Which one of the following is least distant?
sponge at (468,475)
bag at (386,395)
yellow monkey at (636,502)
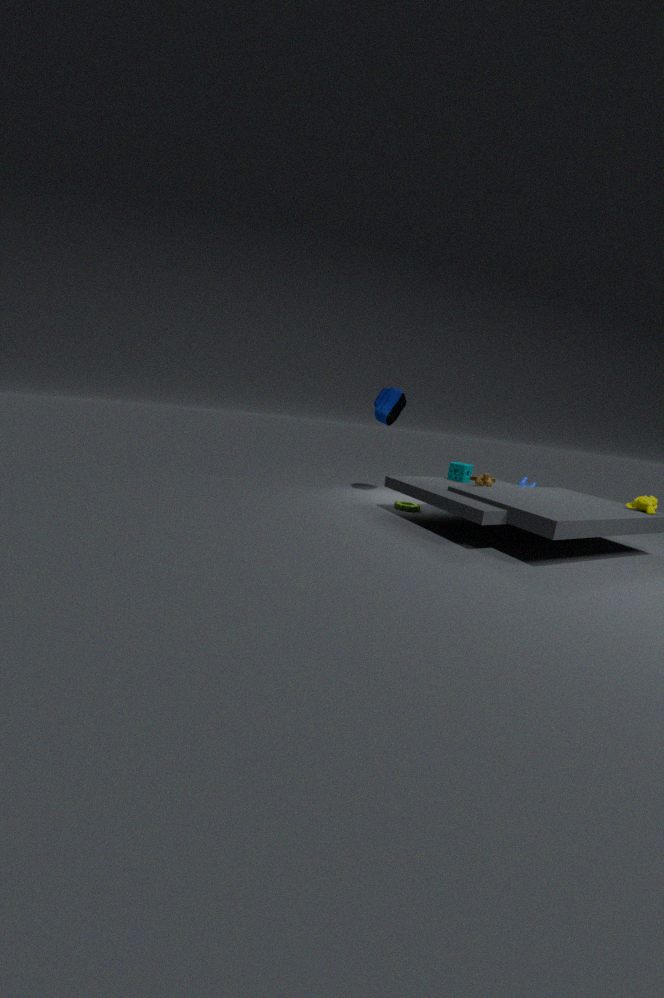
yellow monkey at (636,502)
